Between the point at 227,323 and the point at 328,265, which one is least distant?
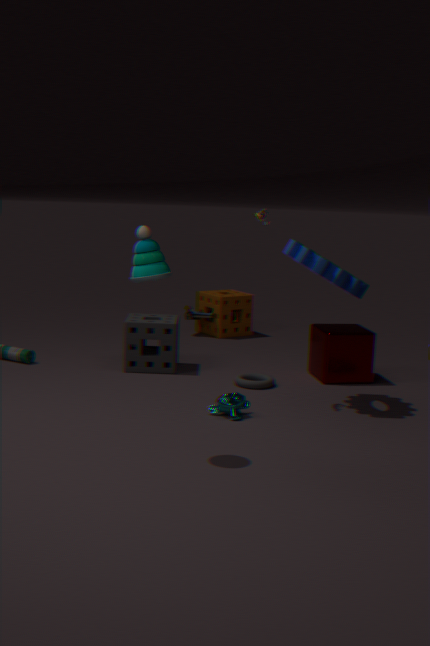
the point at 328,265
